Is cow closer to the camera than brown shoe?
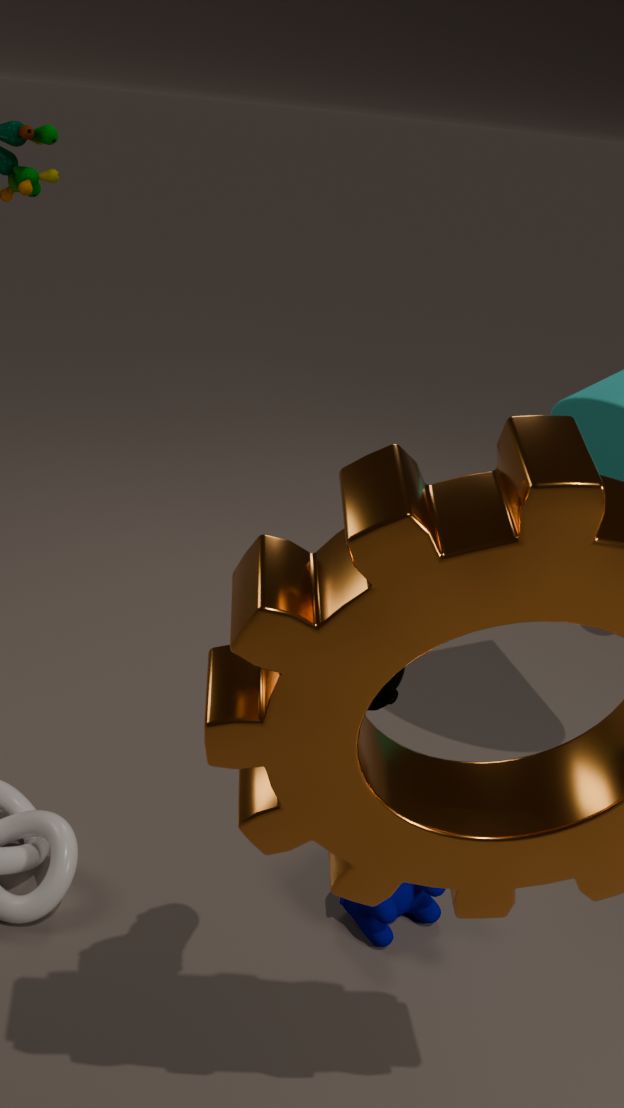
No
